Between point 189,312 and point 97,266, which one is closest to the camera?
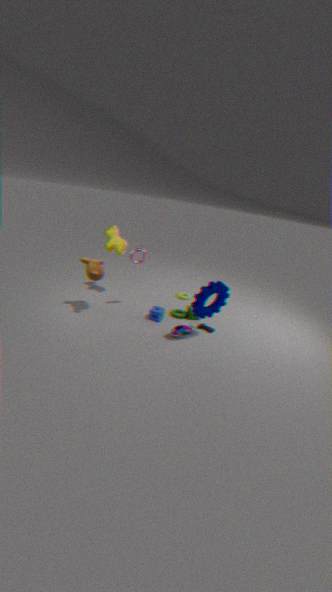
point 97,266
